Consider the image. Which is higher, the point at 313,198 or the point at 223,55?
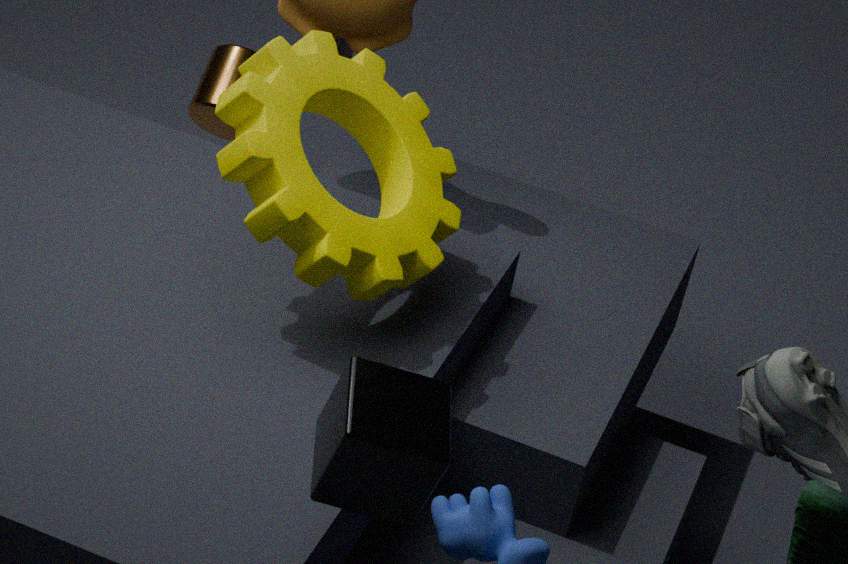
the point at 313,198
